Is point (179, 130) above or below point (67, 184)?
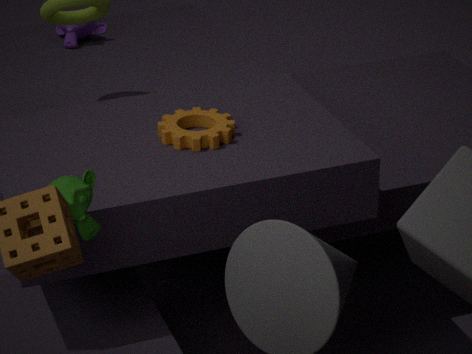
below
